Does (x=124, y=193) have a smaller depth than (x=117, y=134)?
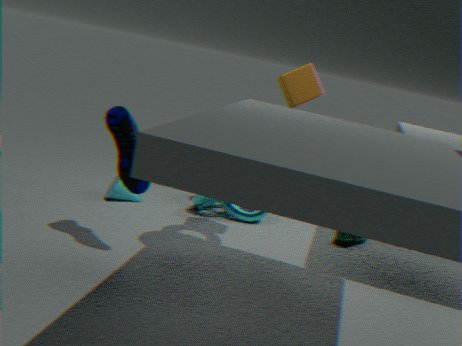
No
